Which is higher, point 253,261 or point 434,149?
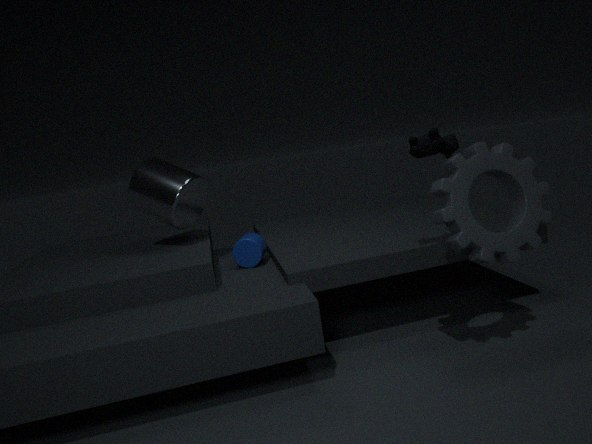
point 434,149
